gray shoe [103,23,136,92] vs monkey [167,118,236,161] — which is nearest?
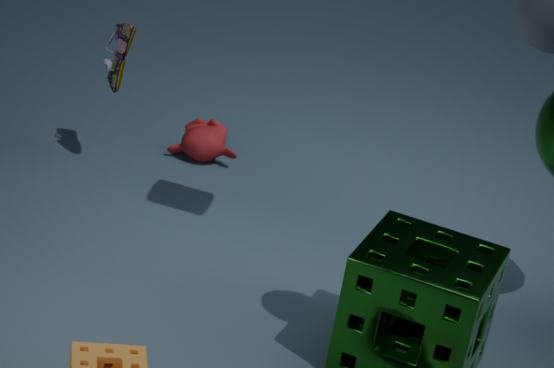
gray shoe [103,23,136,92]
